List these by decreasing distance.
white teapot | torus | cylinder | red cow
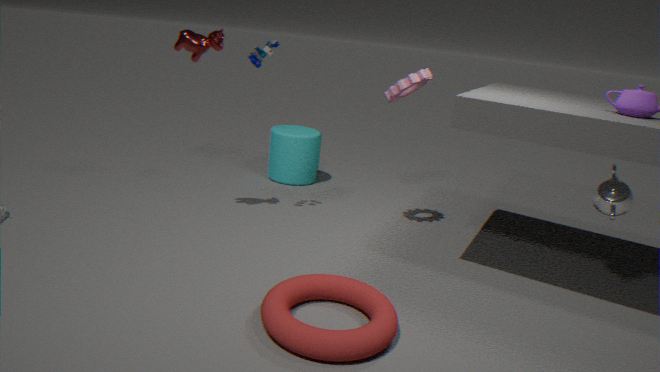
cylinder → red cow → white teapot → torus
